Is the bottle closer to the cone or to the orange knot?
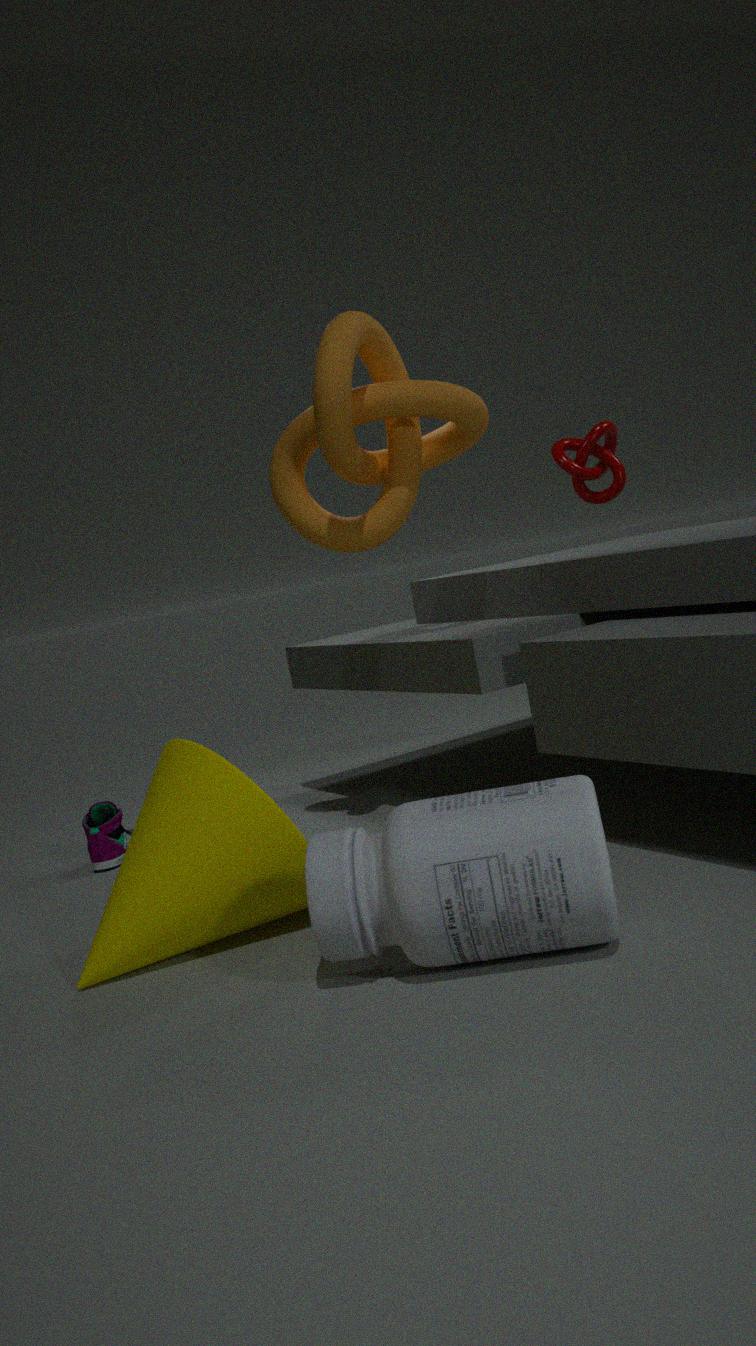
the cone
